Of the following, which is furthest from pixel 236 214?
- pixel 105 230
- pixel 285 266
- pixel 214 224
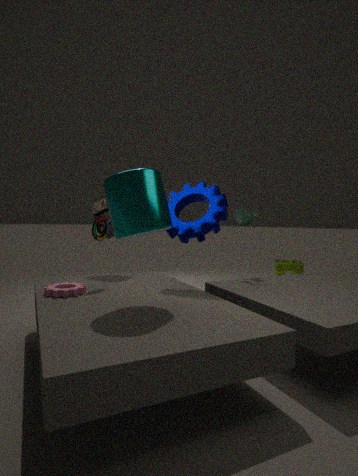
pixel 285 266
